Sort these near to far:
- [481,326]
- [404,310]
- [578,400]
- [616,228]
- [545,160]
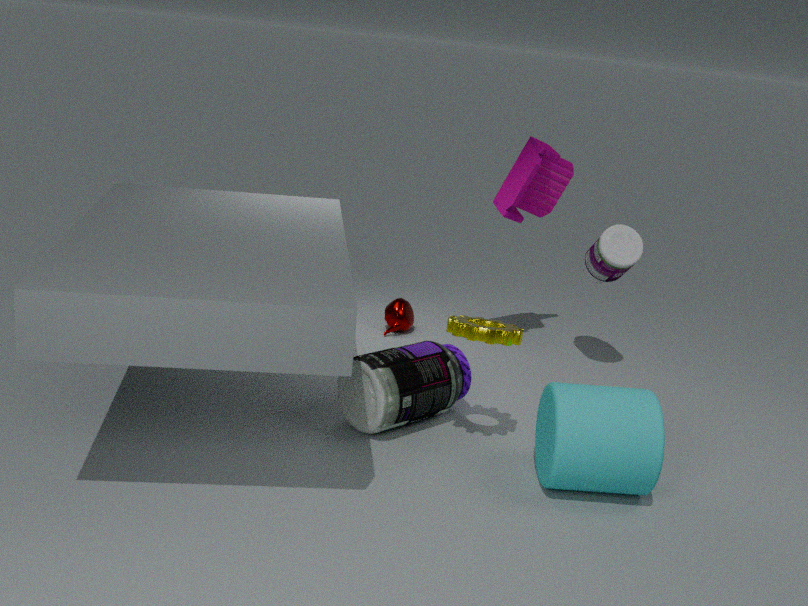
[578,400] < [481,326] < [616,228] < [545,160] < [404,310]
